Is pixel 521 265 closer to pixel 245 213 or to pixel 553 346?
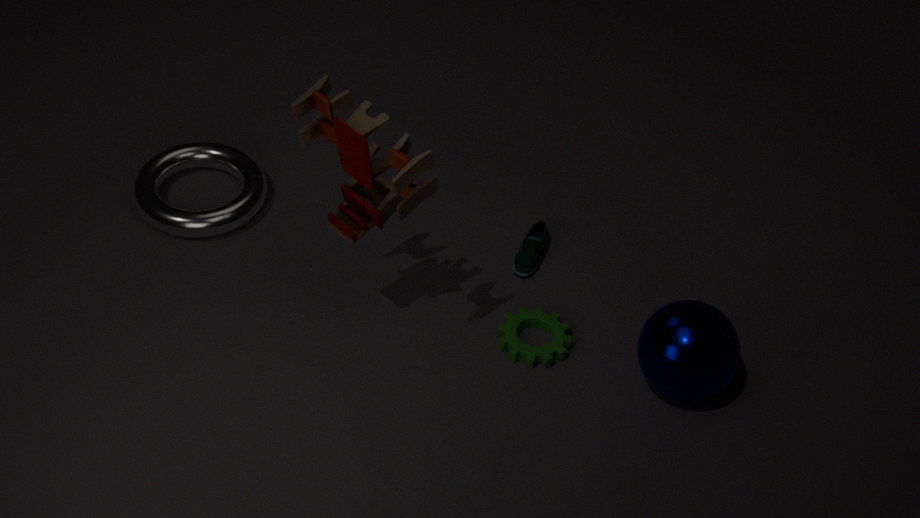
pixel 553 346
